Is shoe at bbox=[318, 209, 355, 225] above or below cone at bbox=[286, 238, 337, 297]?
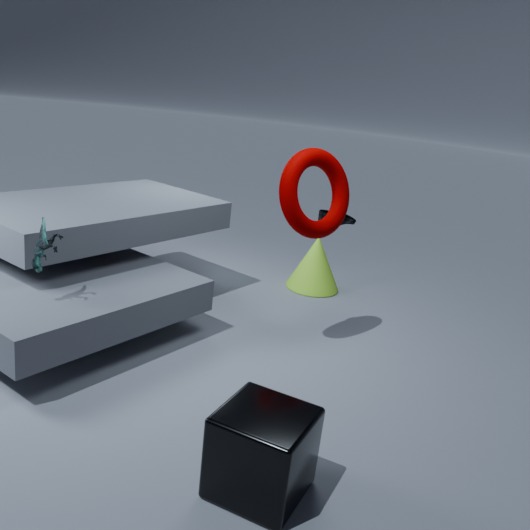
above
